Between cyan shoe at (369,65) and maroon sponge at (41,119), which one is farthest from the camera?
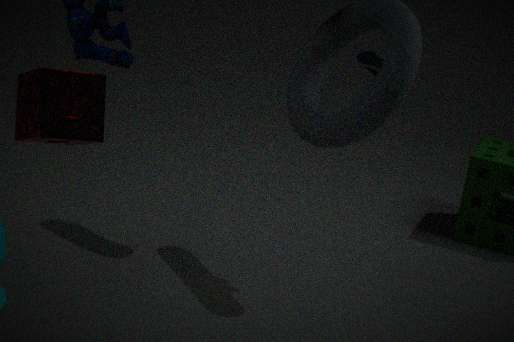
cyan shoe at (369,65)
